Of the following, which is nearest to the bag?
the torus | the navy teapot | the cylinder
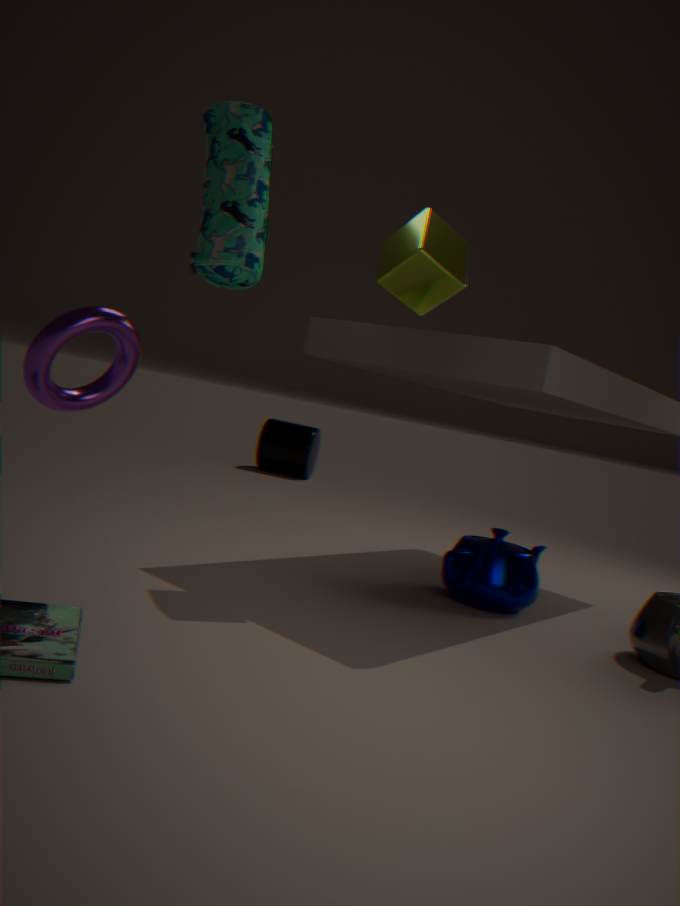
the torus
